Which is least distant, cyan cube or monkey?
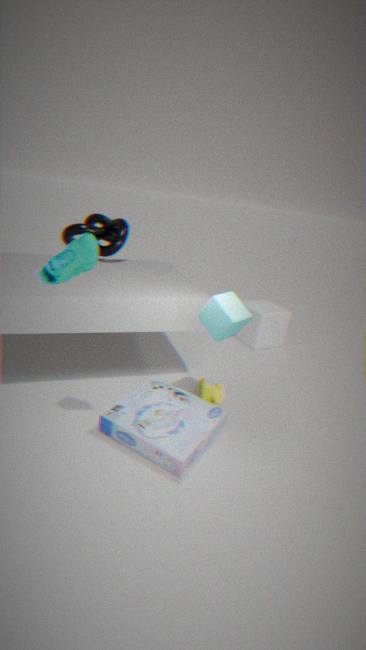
cyan cube
